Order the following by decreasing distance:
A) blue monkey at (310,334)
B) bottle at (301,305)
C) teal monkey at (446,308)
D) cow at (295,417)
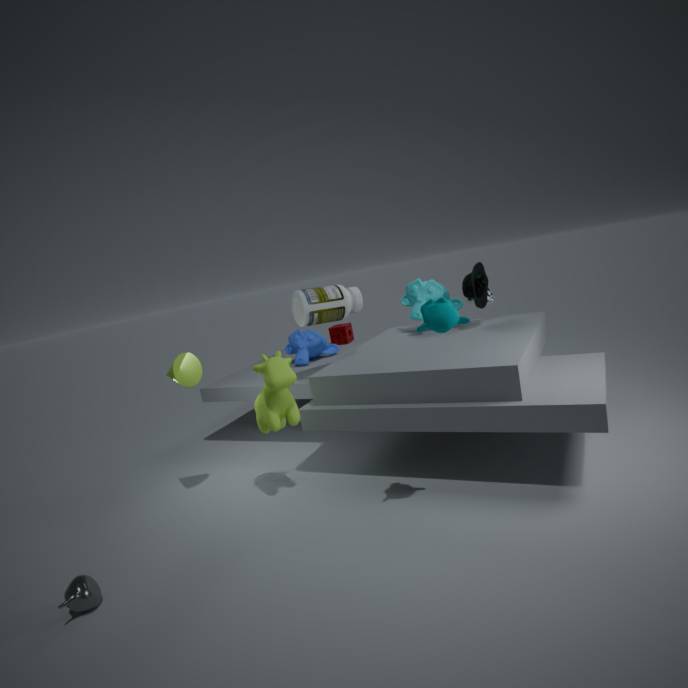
blue monkey at (310,334)
bottle at (301,305)
cow at (295,417)
teal monkey at (446,308)
